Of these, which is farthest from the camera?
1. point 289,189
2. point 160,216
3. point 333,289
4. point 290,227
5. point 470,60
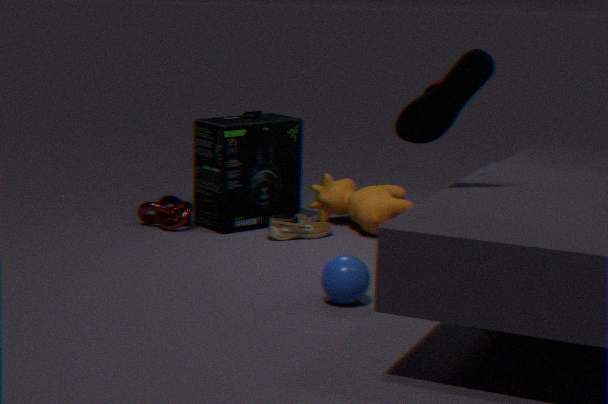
point 289,189
